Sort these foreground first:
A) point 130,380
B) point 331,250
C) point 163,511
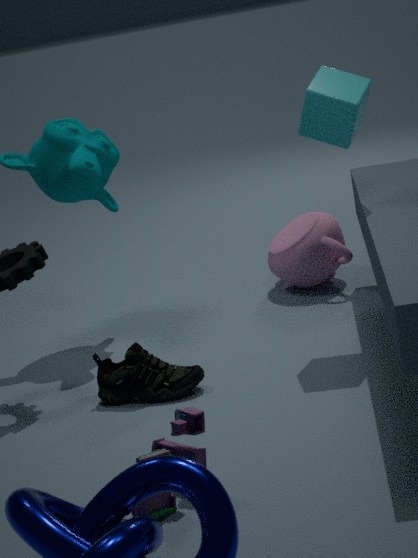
point 163,511
point 130,380
point 331,250
